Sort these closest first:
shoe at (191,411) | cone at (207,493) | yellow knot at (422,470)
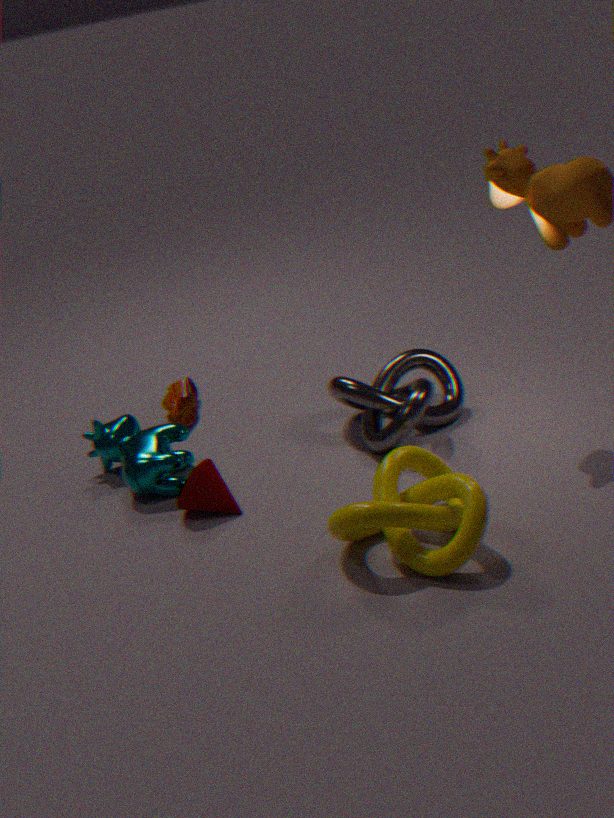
yellow knot at (422,470) < cone at (207,493) < shoe at (191,411)
